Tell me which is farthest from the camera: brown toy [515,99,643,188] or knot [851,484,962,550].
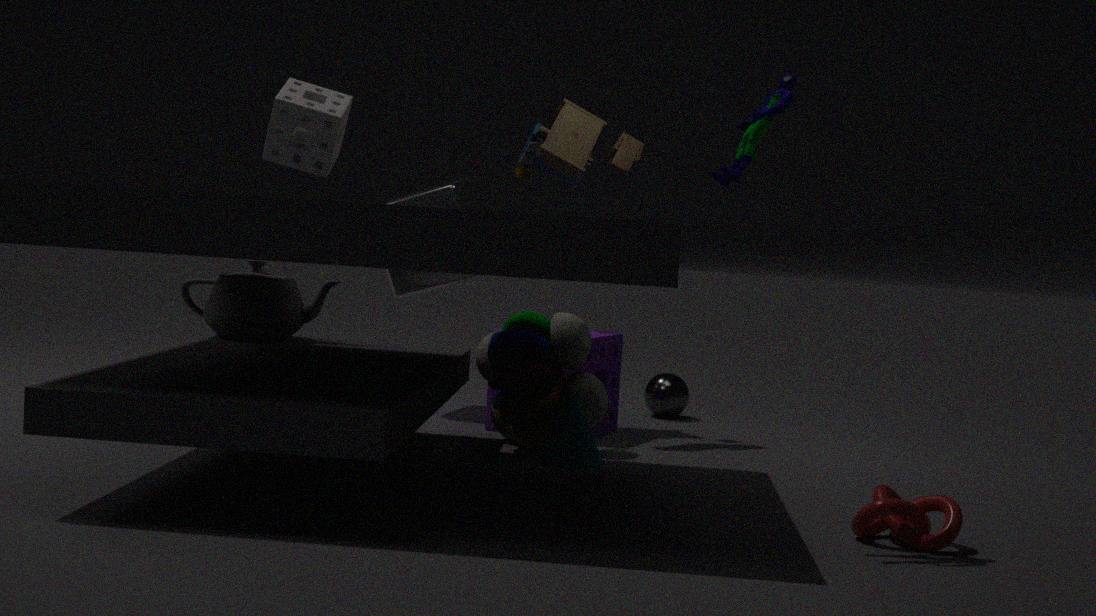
brown toy [515,99,643,188]
